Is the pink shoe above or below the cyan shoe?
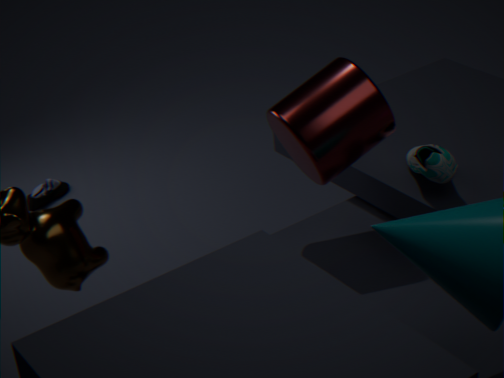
below
